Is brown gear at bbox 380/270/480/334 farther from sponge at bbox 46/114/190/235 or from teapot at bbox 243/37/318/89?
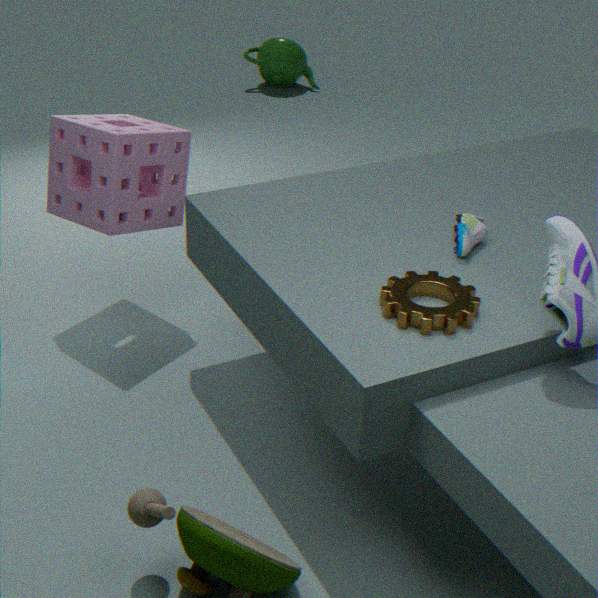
teapot at bbox 243/37/318/89
